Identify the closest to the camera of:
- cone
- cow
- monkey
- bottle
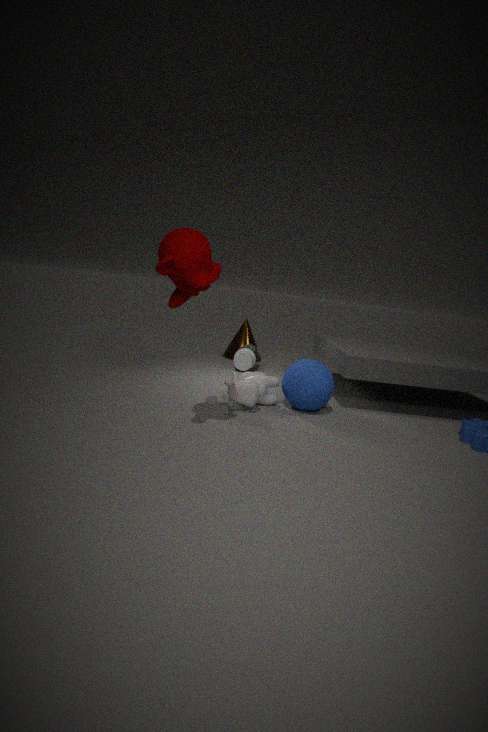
monkey
